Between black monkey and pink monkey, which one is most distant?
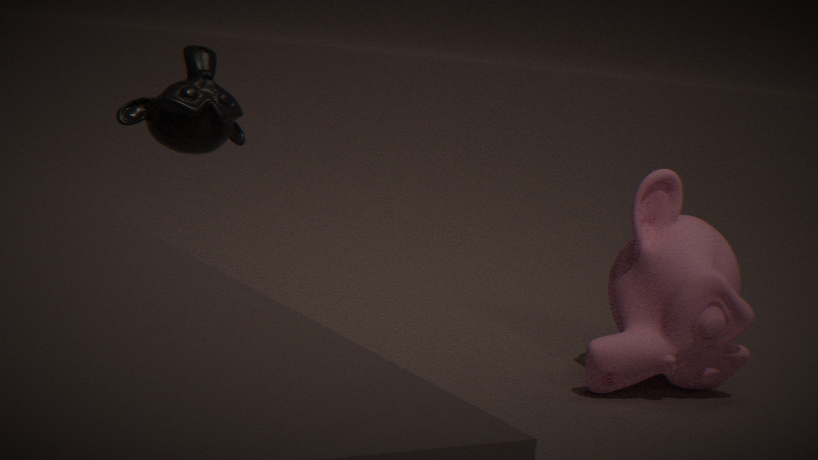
pink monkey
